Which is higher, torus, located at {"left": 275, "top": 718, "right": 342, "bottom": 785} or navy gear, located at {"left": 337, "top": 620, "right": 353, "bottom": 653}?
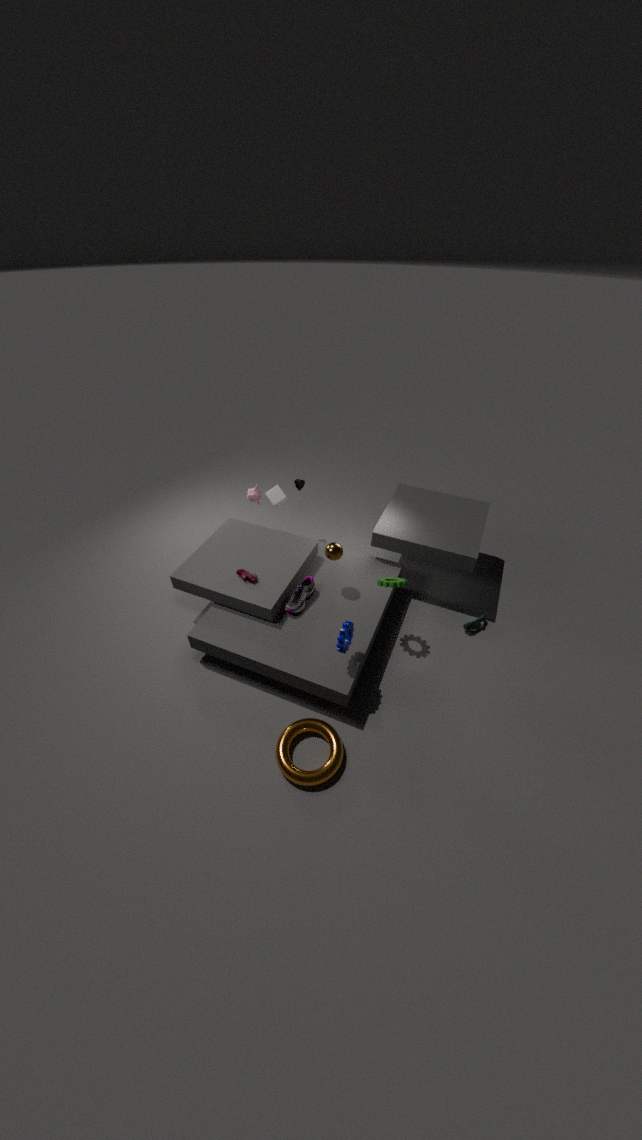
navy gear, located at {"left": 337, "top": 620, "right": 353, "bottom": 653}
